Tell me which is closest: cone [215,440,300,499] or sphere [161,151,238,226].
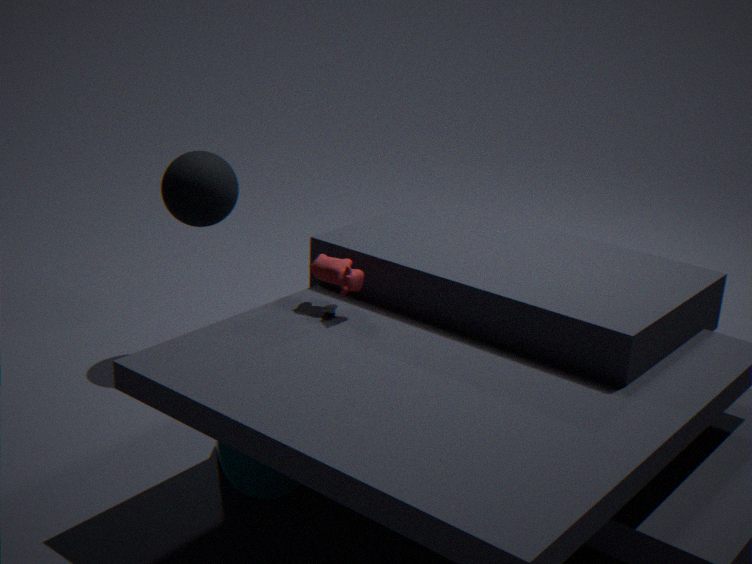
cone [215,440,300,499]
